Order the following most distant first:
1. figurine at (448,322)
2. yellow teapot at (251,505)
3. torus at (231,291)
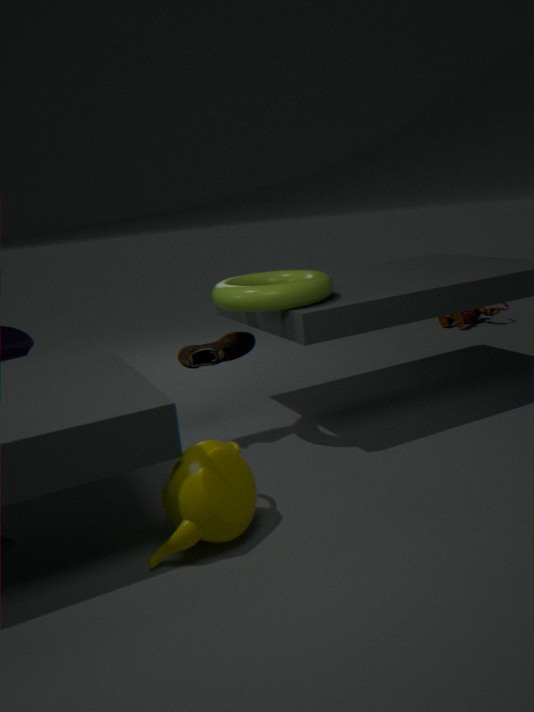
figurine at (448,322)
torus at (231,291)
yellow teapot at (251,505)
